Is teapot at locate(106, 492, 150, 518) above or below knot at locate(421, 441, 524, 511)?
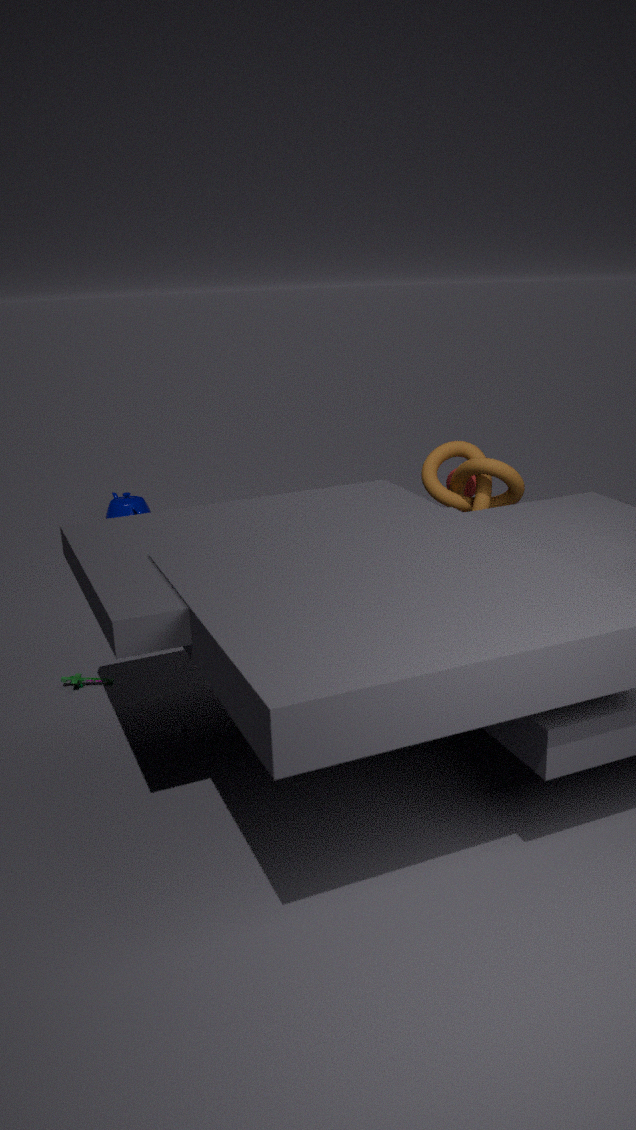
below
